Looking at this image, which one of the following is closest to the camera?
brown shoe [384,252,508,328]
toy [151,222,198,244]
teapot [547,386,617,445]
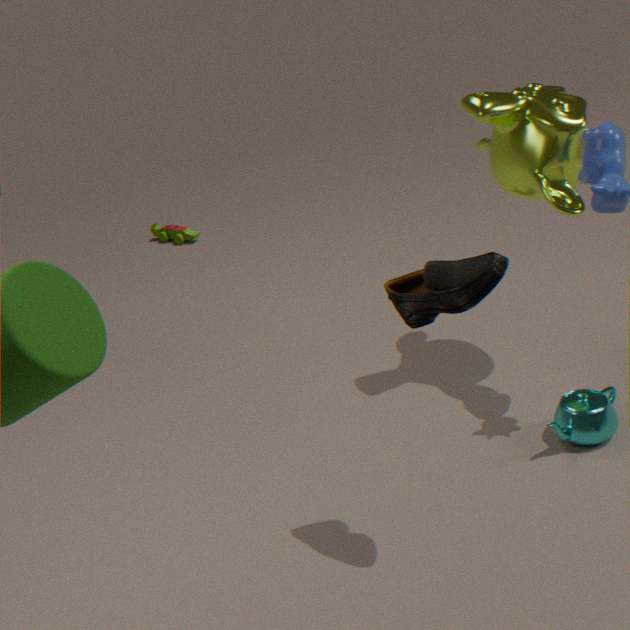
brown shoe [384,252,508,328]
